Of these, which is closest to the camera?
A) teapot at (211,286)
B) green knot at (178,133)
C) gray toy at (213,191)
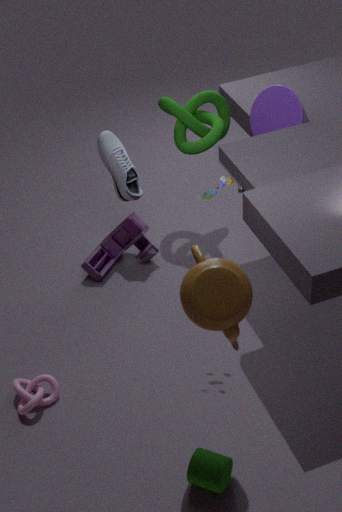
teapot at (211,286)
